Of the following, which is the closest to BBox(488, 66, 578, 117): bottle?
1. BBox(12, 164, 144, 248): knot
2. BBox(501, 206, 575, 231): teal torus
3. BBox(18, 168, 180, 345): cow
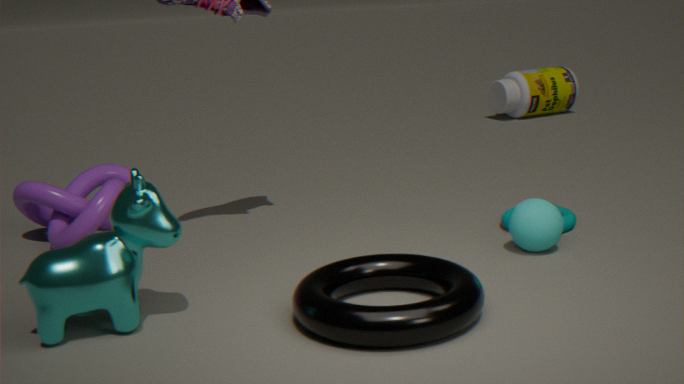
BBox(501, 206, 575, 231): teal torus
